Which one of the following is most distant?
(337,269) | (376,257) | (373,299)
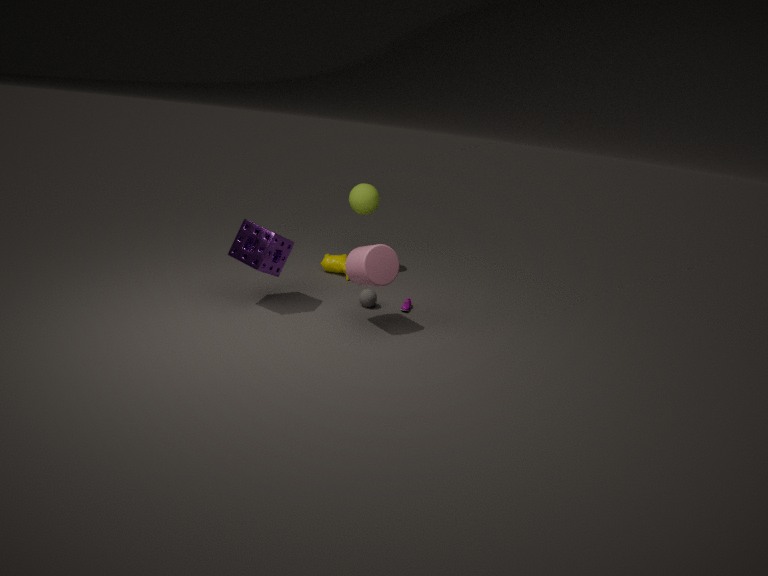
(337,269)
